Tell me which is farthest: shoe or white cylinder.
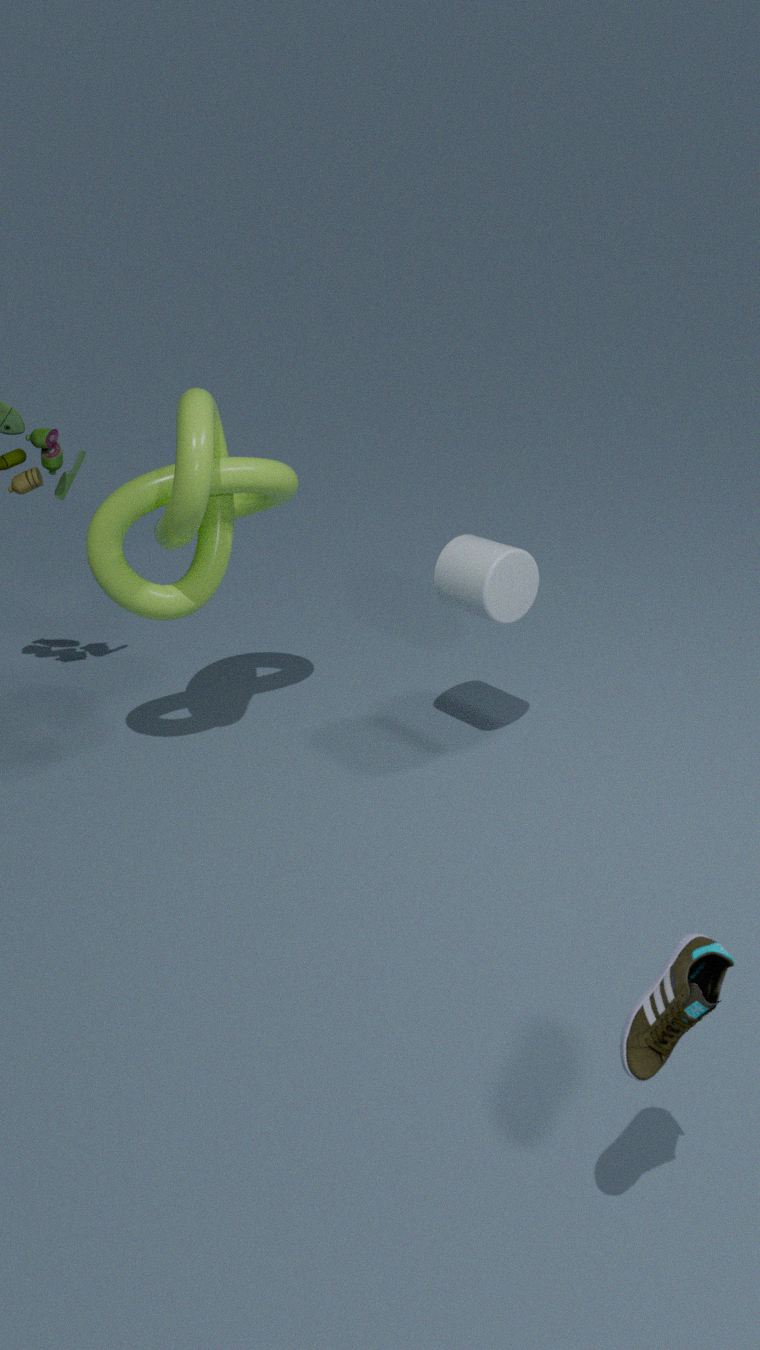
white cylinder
